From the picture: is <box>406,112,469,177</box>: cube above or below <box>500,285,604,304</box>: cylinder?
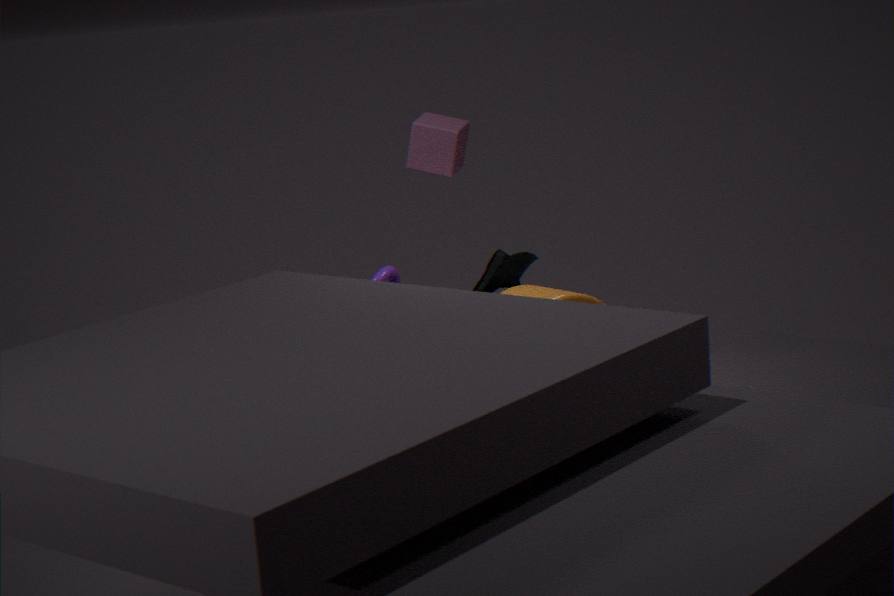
above
